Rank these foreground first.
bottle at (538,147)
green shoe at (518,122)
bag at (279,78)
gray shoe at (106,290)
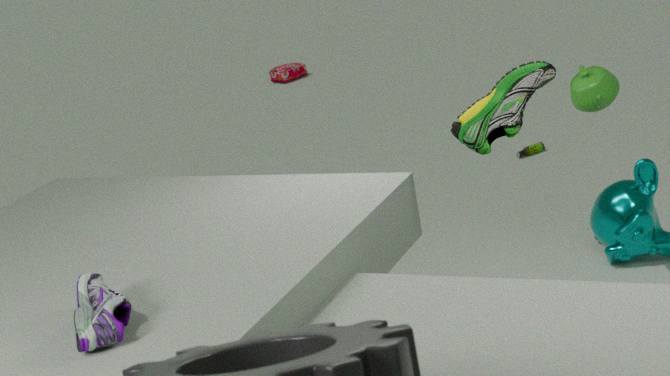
1. gray shoe at (106,290)
2. green shoe at (518,122)
3. bottle at (538,147)
4. bag at (279,78)
